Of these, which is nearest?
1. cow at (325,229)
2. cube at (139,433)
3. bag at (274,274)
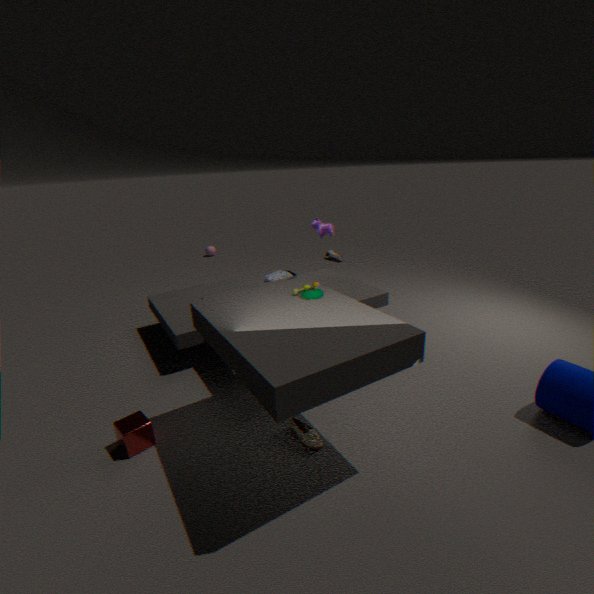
cube at (139,433)
